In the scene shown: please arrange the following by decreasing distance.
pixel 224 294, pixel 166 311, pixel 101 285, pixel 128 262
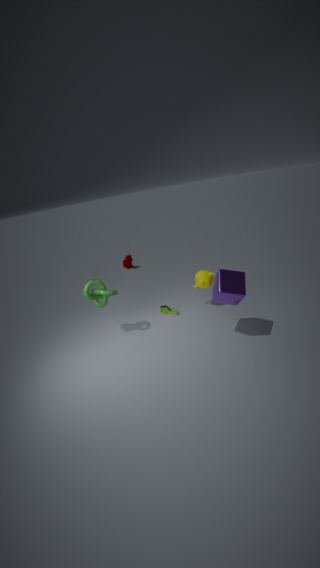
pixel 128 262 → pixel 166 311 → pixel 101 285 → pixel 224 294
